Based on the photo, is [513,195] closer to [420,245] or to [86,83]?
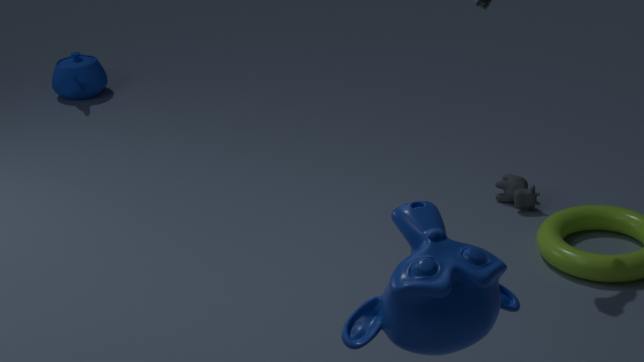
[420,245]
